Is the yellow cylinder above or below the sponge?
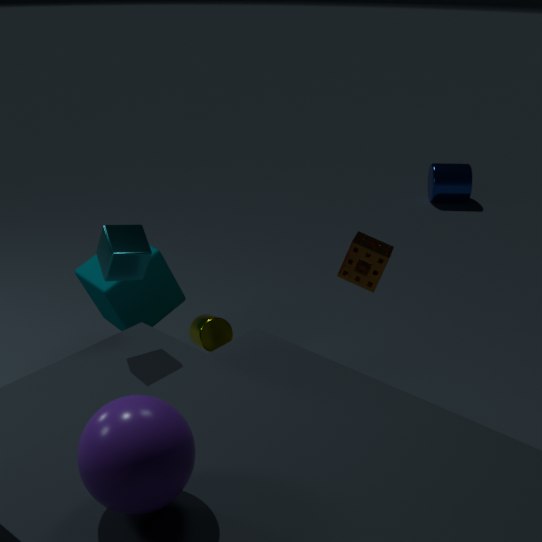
below
